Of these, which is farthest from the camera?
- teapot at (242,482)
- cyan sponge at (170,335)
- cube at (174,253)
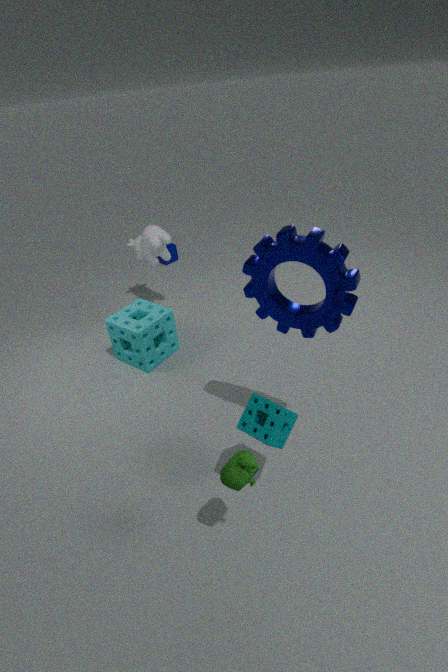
Result: cube at (174,253)
